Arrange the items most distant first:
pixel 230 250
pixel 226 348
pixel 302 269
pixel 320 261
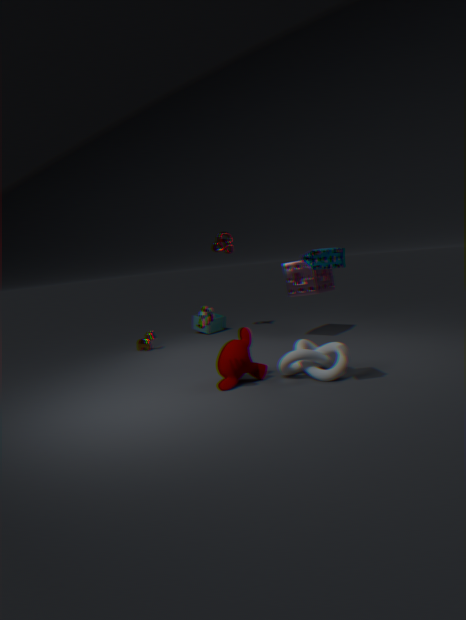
pixel 230 250, pixel 302 269, pixel 226 348, pixel 320 261
